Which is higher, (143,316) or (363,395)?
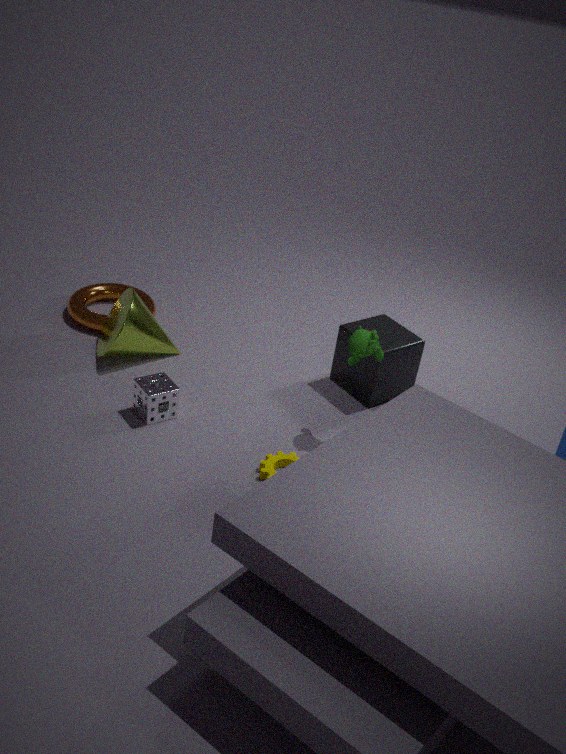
(363,395)
